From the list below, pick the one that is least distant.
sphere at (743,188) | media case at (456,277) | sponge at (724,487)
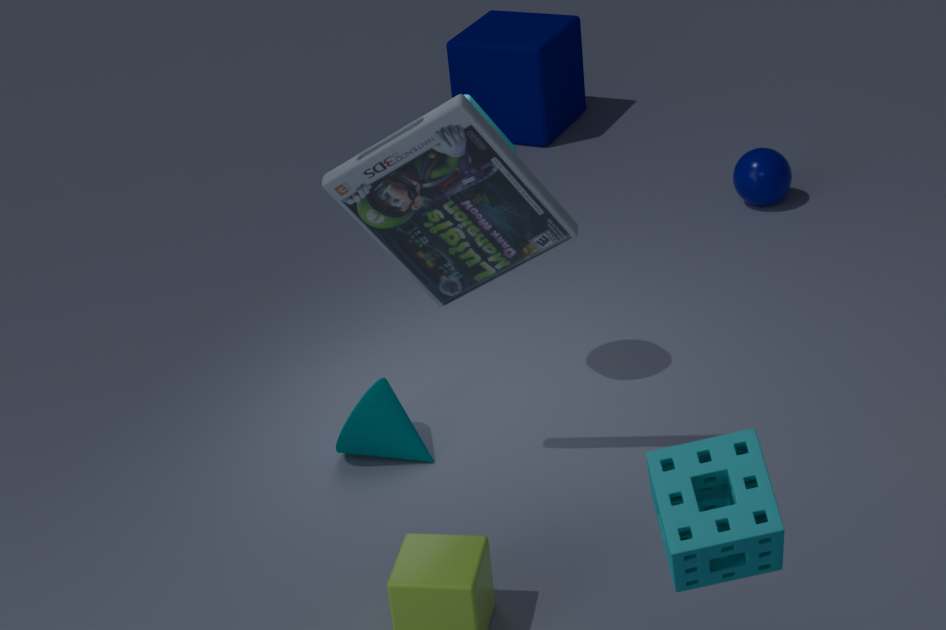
sponge at (724,487)
